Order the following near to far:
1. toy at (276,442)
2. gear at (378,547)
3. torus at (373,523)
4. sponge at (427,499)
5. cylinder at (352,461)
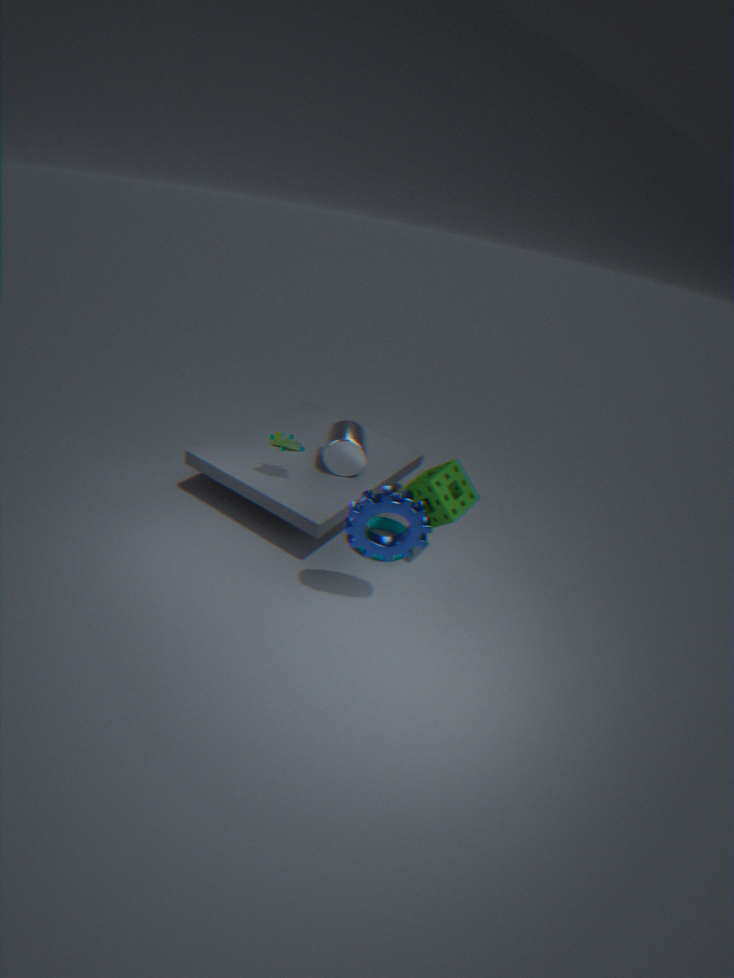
gear at (378,547), sponge at (427,499), toy at (276,442), cylinder at (352,461), torus at (373,523)
